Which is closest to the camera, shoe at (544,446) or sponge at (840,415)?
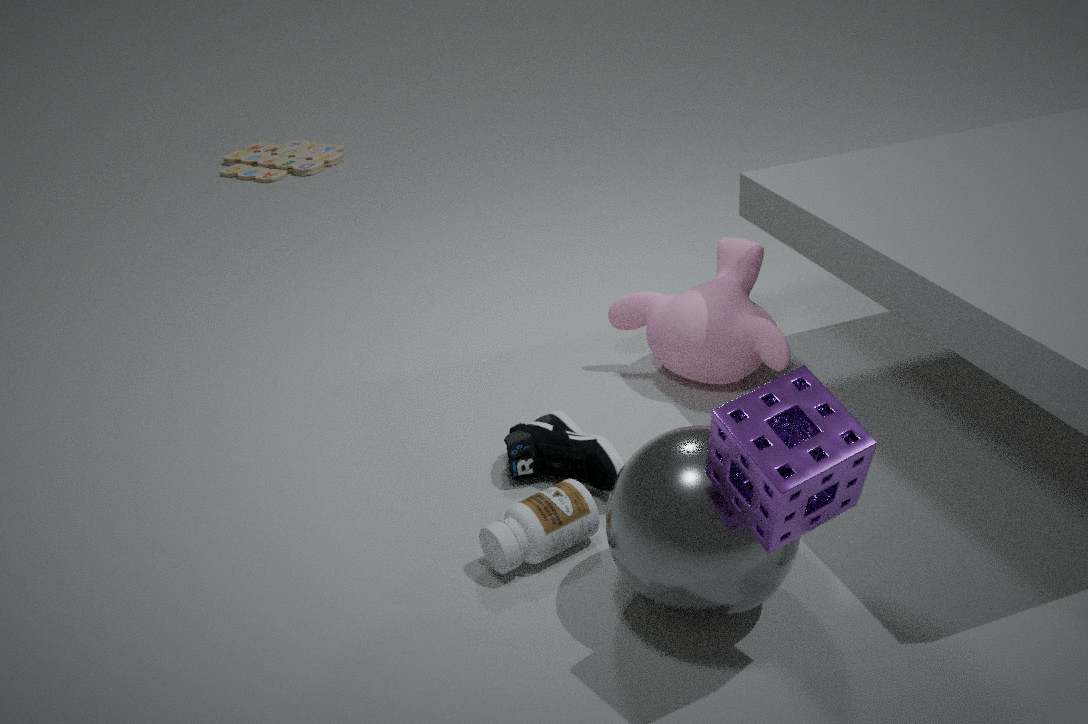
sponge at (840,415)
